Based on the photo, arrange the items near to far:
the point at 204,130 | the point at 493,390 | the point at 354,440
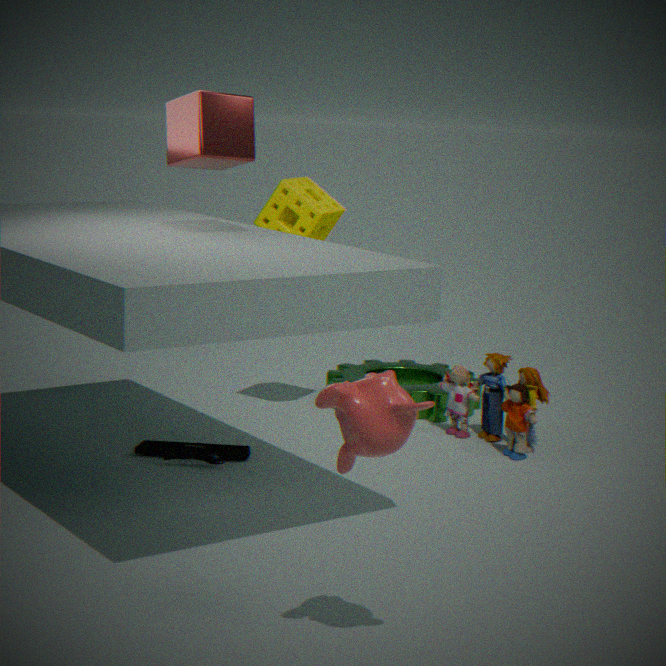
the point at 354,440 < the point at 204,130 < the point at 493,390
